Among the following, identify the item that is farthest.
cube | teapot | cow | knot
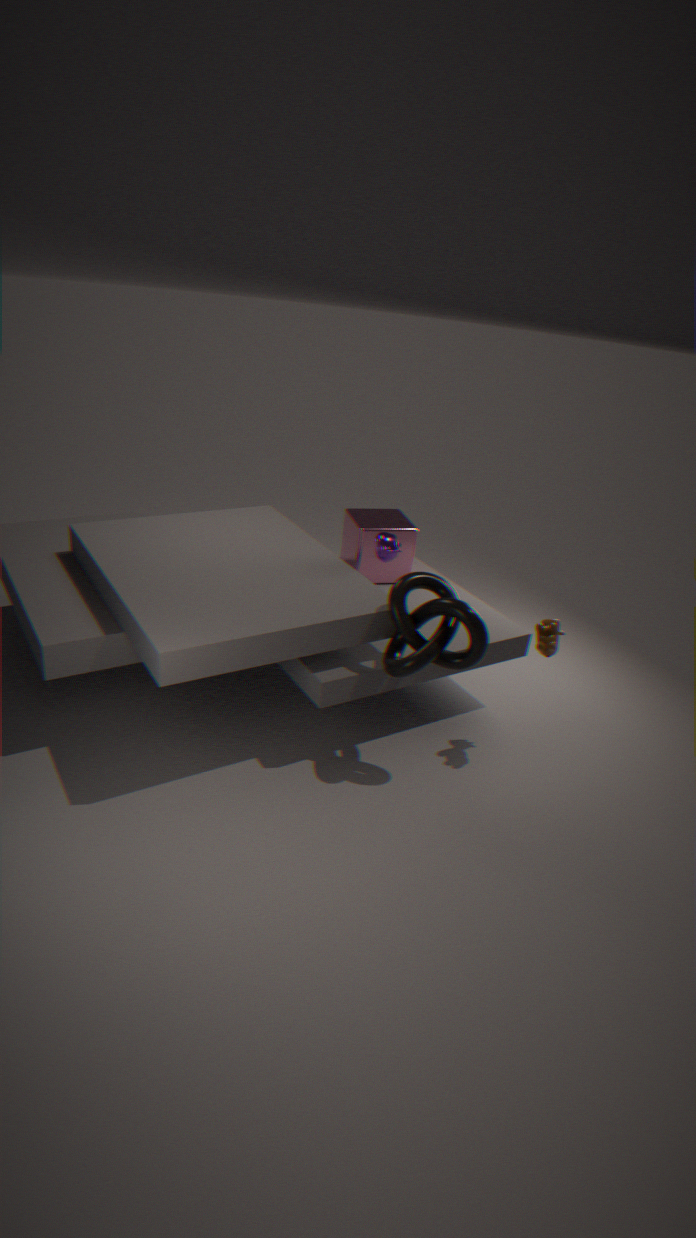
cube
